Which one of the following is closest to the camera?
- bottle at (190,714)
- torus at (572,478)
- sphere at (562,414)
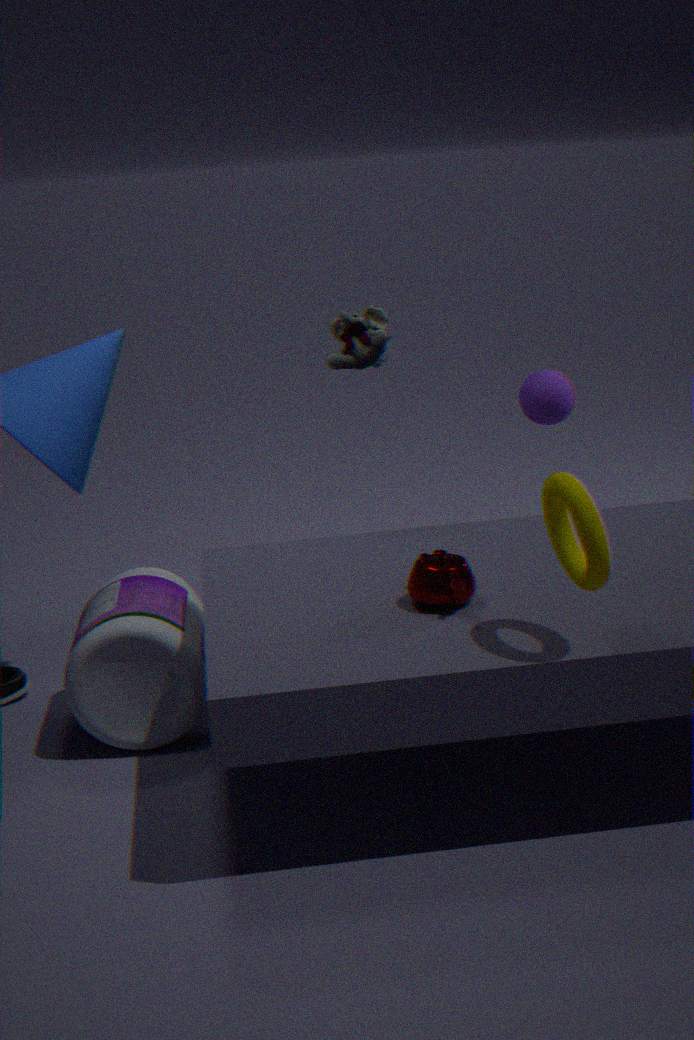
torus at (572,478)
